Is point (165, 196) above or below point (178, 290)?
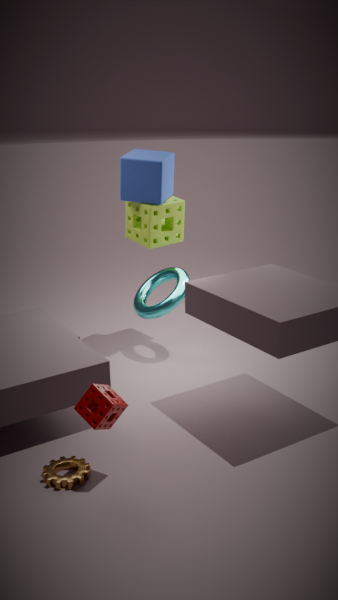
above
